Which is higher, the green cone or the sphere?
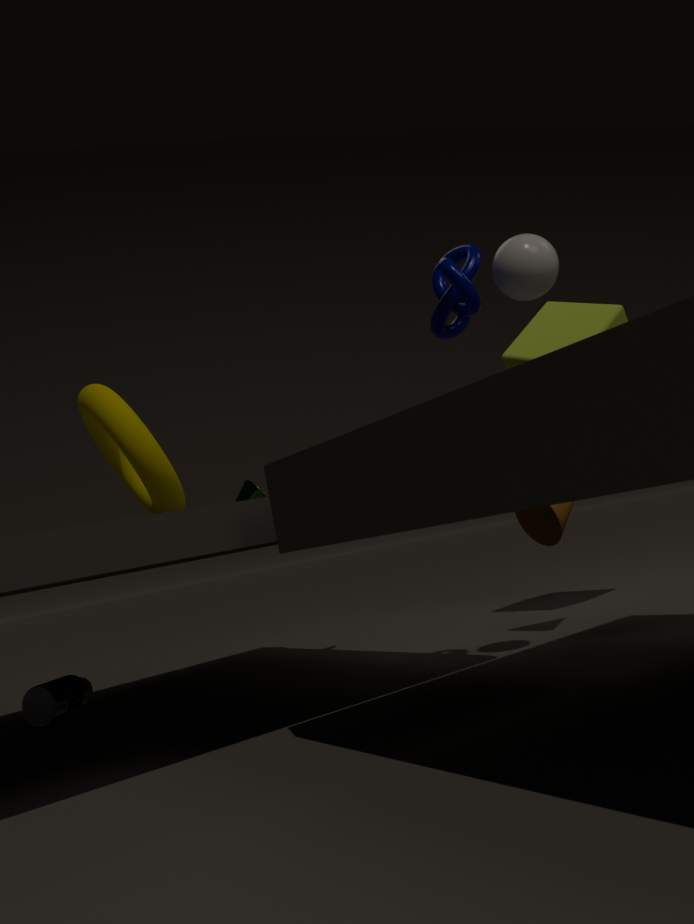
the sphere
